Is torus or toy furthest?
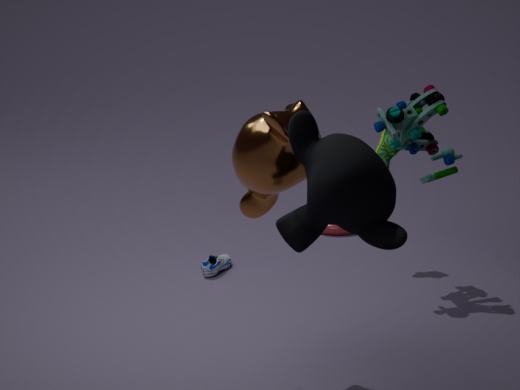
torus
